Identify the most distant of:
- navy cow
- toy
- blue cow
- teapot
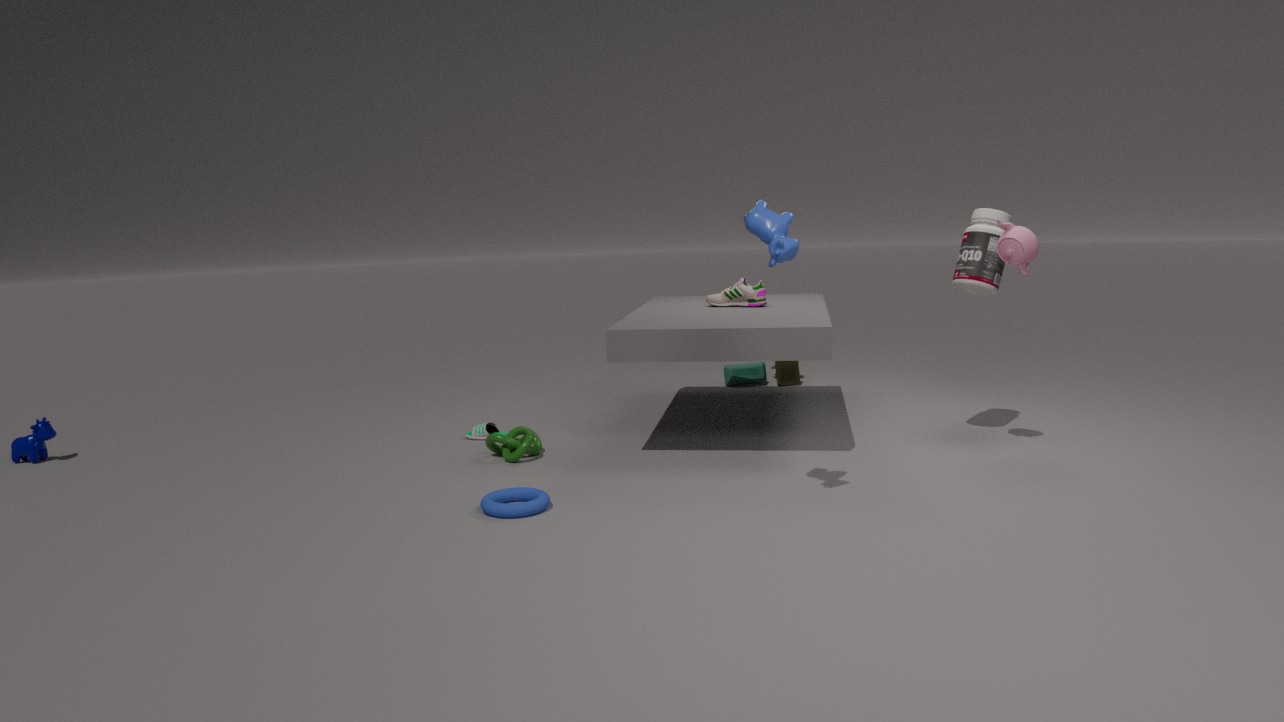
toy
